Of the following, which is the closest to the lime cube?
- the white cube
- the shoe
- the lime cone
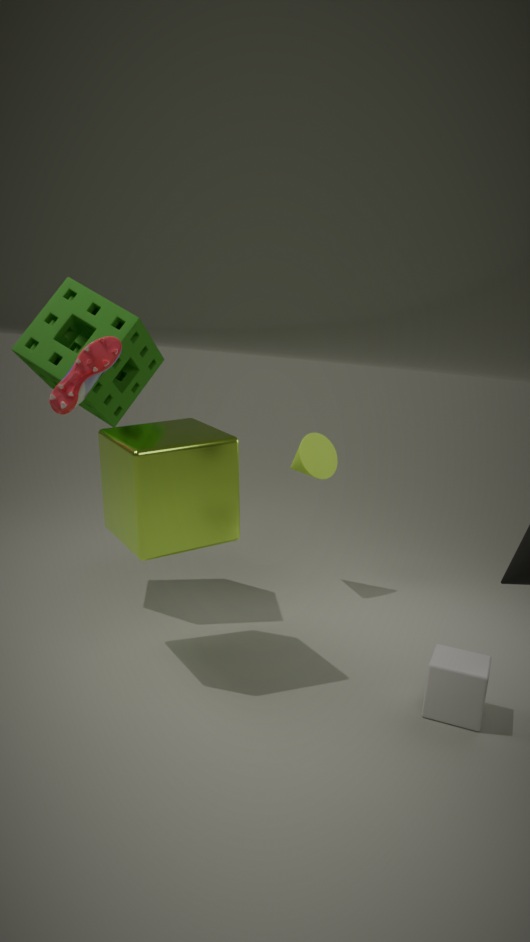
the shoe
